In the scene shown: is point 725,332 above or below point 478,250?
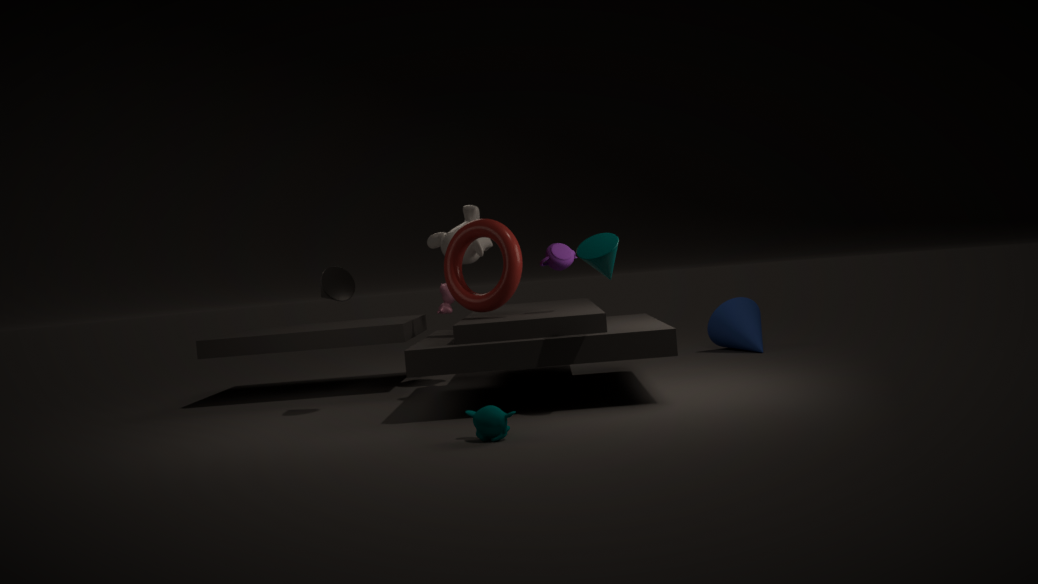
below
